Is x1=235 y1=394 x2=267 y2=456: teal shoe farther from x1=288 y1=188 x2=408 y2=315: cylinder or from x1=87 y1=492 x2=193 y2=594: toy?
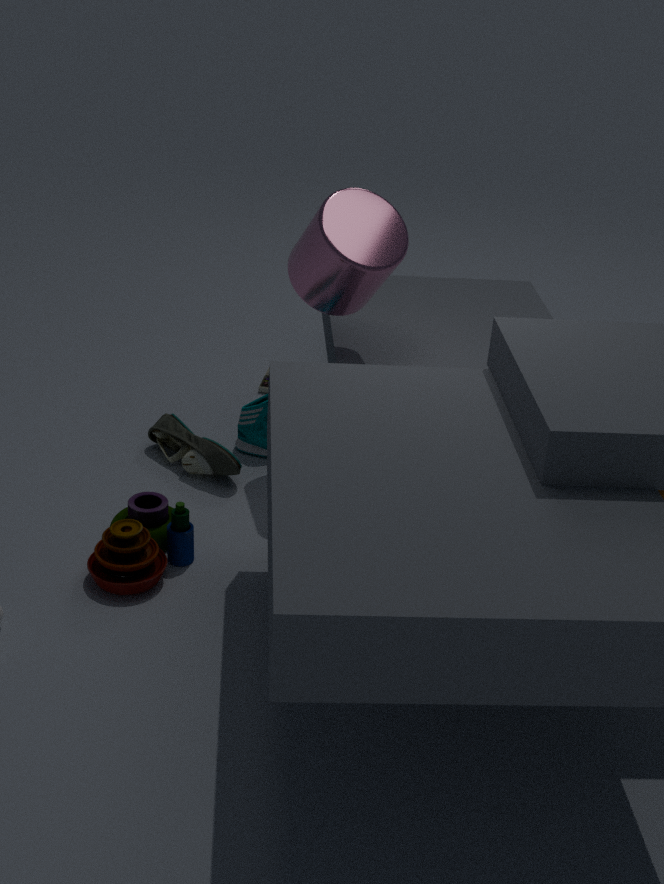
x1=87 y1=492 x2=193 y2=594: toy
